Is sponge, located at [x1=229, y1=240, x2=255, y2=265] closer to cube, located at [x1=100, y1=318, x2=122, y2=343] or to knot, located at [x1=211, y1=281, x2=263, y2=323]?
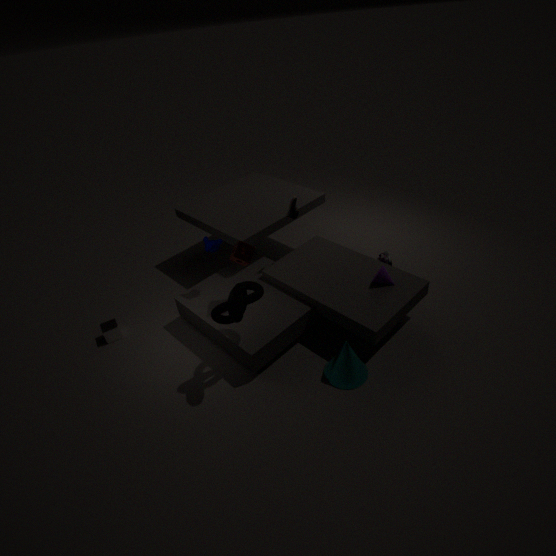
knot, located at [x1=211, y1=281, x2=263, y2=323]
